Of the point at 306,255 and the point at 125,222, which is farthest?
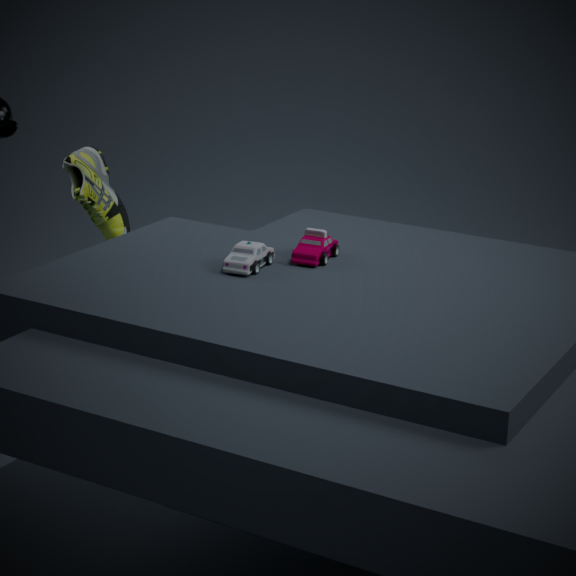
the point at 125,222
